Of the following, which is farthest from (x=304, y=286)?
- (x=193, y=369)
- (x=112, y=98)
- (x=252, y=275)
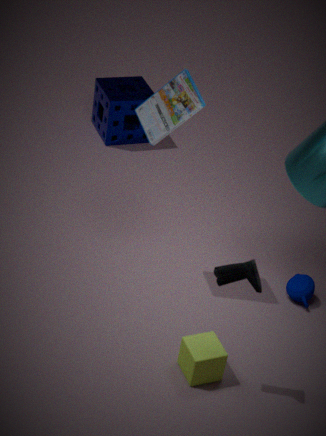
(x=112, y=98)
